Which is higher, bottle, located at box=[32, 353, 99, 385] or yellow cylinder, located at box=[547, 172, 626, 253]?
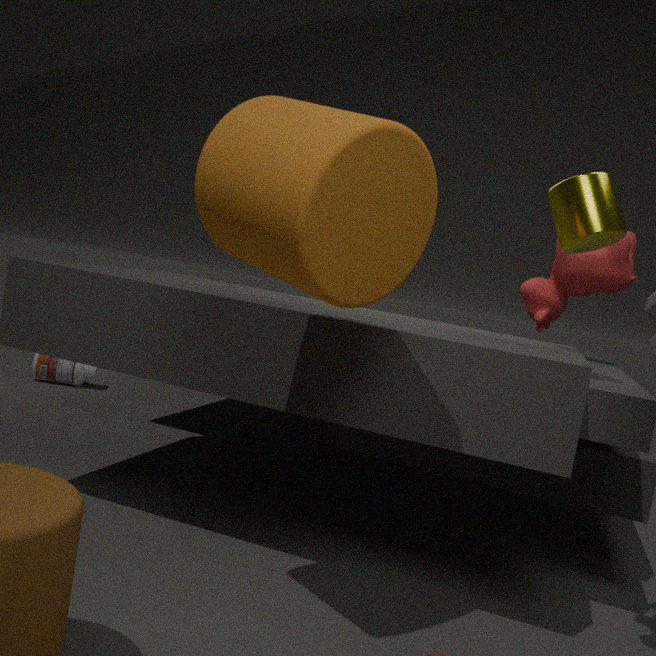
yellow cylinder, located at box=[547, 172, 626, 253]
